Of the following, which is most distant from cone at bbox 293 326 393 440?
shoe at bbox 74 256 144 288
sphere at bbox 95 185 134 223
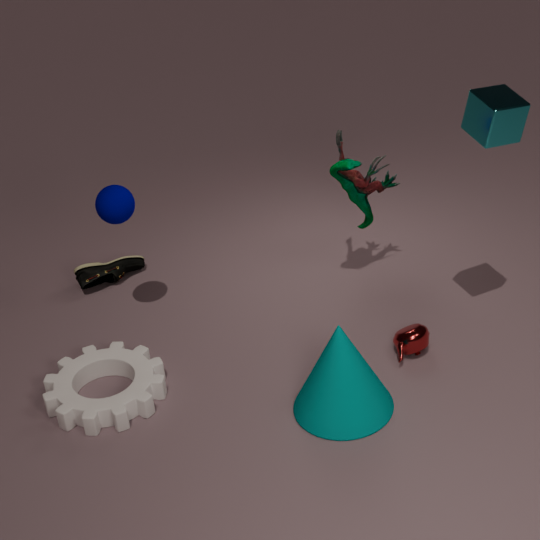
shoe at bbox 74 256 144 288
